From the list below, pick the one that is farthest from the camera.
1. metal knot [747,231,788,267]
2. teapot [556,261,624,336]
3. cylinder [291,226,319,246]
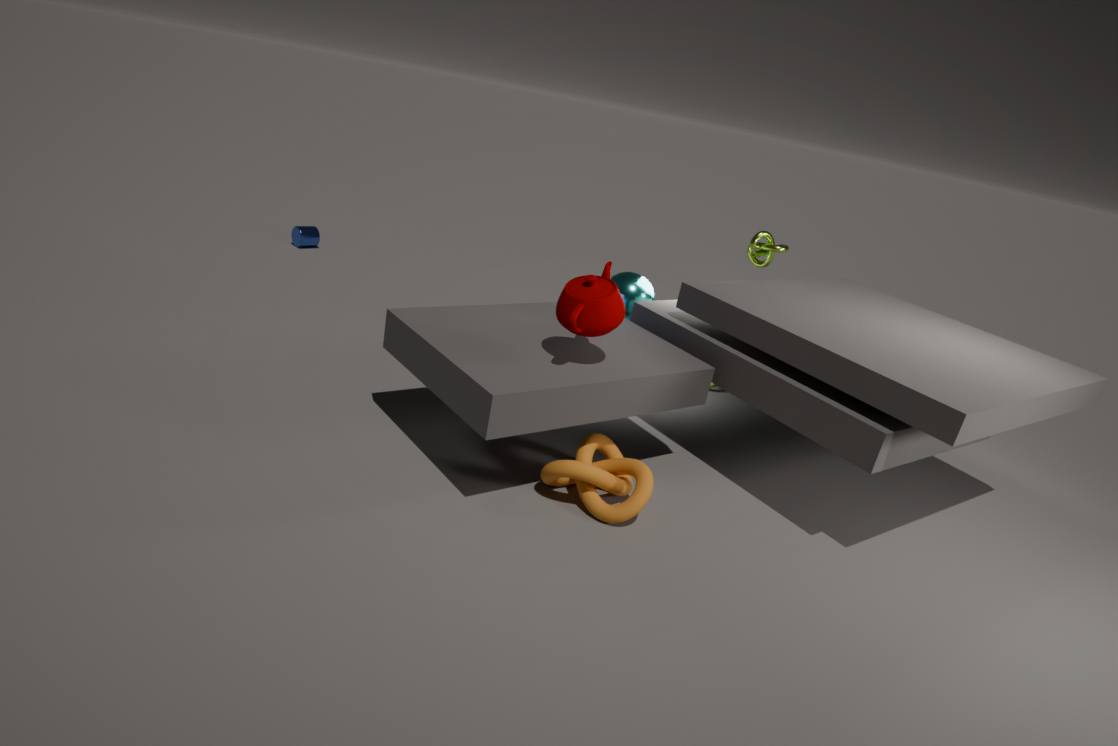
cylinder [291,226,319,246]
